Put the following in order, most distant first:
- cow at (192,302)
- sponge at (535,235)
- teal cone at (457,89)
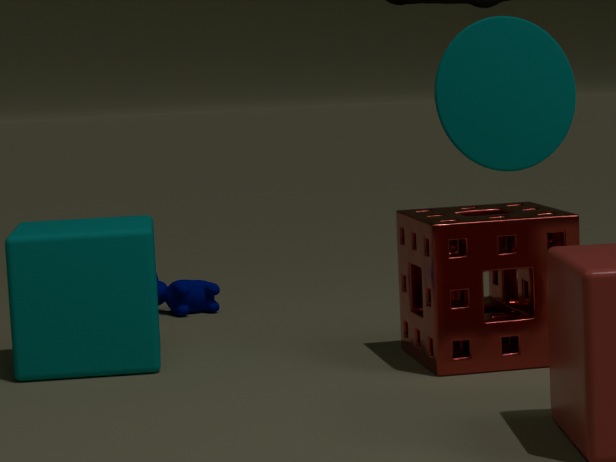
cow at (192,302) < sponge at (535,235) < teal cone at (457,89)
